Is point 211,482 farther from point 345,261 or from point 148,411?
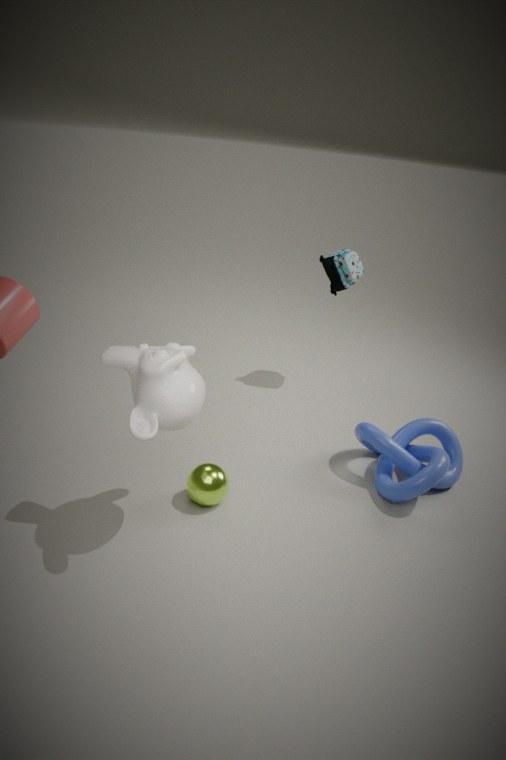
point 345,261
